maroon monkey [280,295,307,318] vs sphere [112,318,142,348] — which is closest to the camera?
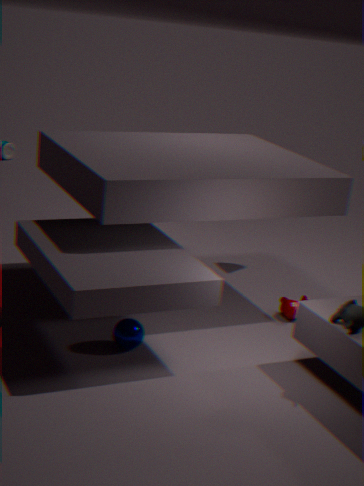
sphere [112,318,142,348]
